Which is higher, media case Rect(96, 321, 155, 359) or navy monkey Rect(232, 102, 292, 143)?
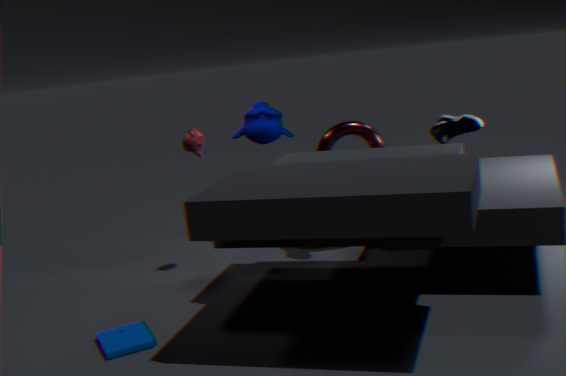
navy monkey Rect(232, 102, 292, 143)
